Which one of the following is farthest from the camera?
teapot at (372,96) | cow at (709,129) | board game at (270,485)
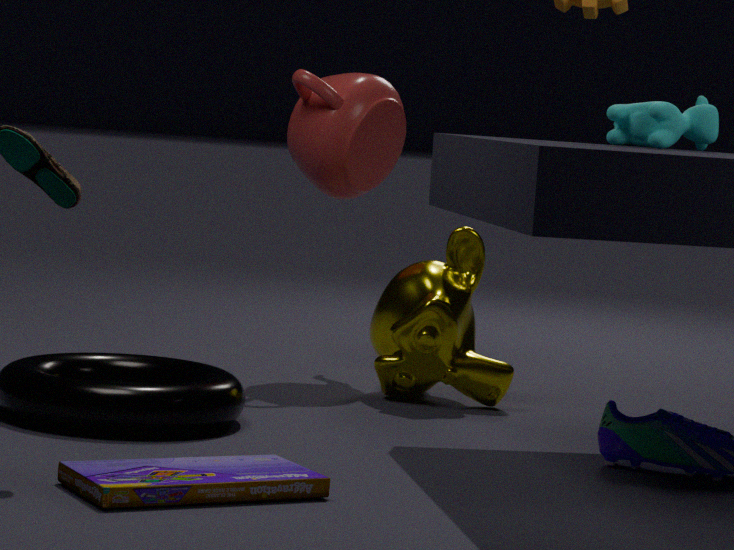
teapot at (372,96)
